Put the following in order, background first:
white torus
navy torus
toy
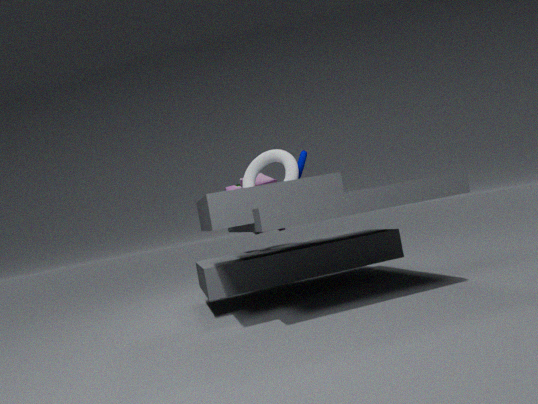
toy, navy torus, white torus
